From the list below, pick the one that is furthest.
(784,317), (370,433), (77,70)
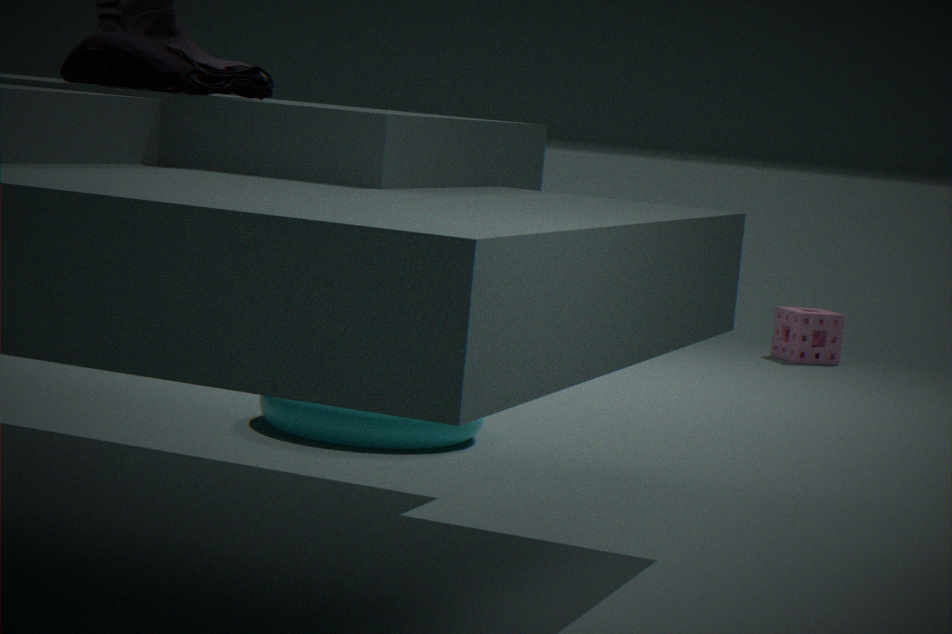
(784,317)
